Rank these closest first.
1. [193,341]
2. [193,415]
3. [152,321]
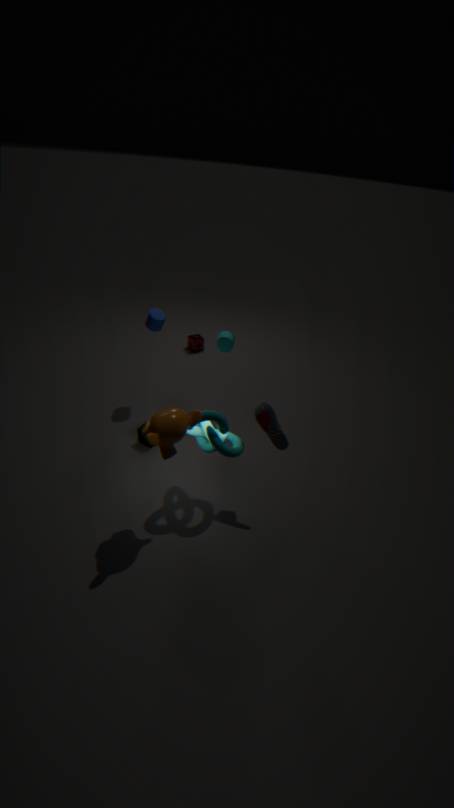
[193,415]
[152,321]
[193,341]
